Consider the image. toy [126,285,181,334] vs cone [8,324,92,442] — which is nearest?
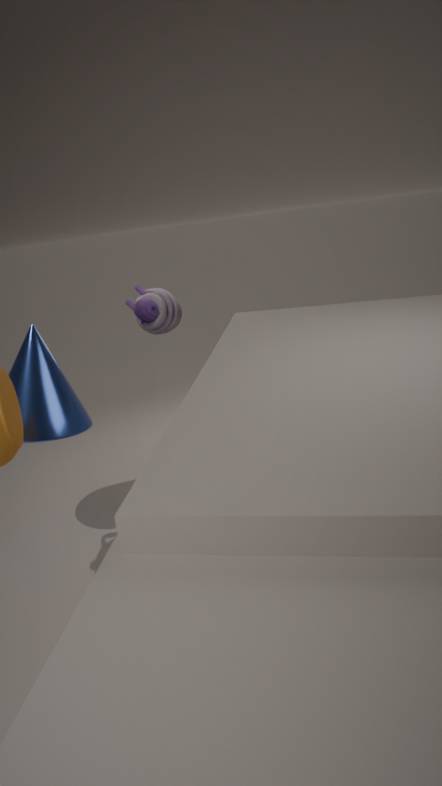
cone [8,324,92,442]
